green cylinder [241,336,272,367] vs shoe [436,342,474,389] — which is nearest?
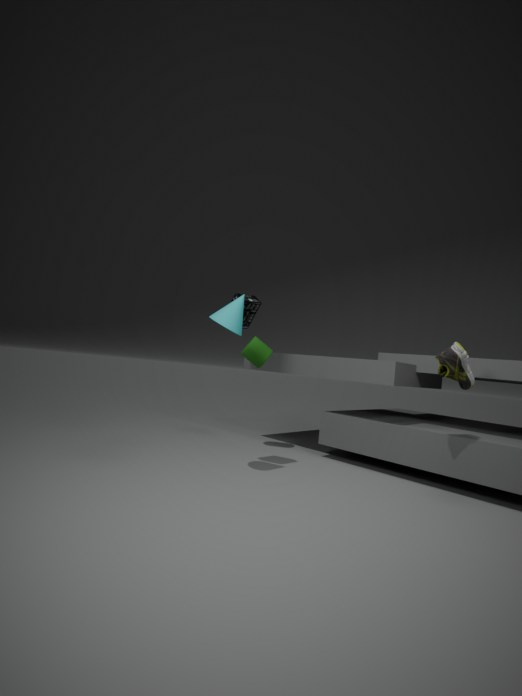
shoe [436,342,474,389]
